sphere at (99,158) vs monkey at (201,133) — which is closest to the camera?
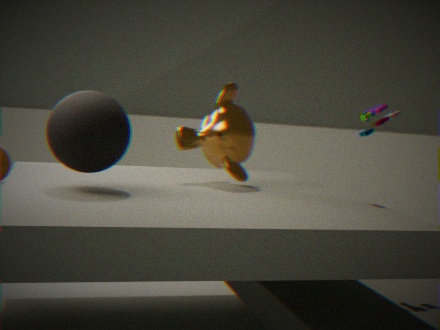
sphere at (99,158)
